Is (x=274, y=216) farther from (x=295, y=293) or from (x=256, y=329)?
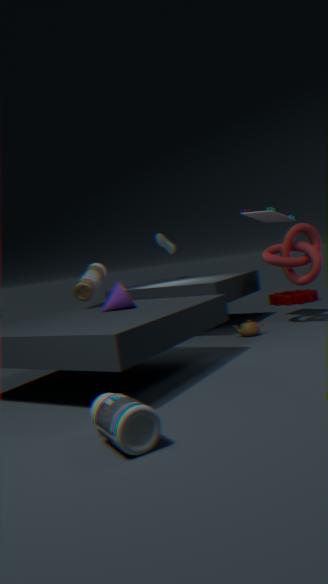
(x=295, y=293)
